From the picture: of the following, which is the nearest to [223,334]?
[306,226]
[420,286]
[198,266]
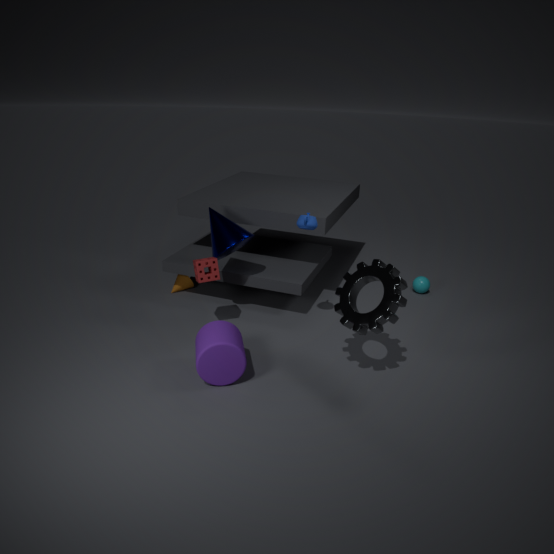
[198,266]
